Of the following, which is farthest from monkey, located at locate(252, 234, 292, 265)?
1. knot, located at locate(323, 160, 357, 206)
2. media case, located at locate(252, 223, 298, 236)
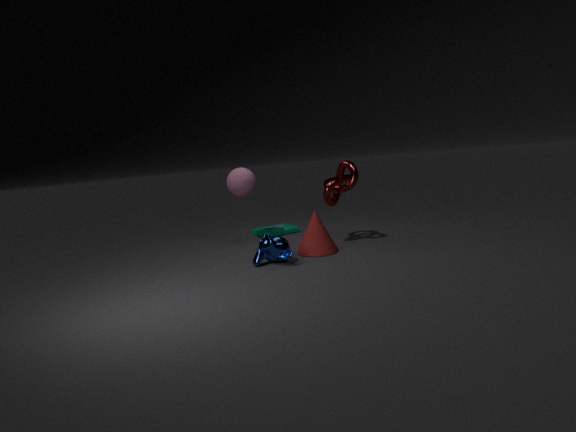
media case, located at locate(252, 223, 298, 236)
